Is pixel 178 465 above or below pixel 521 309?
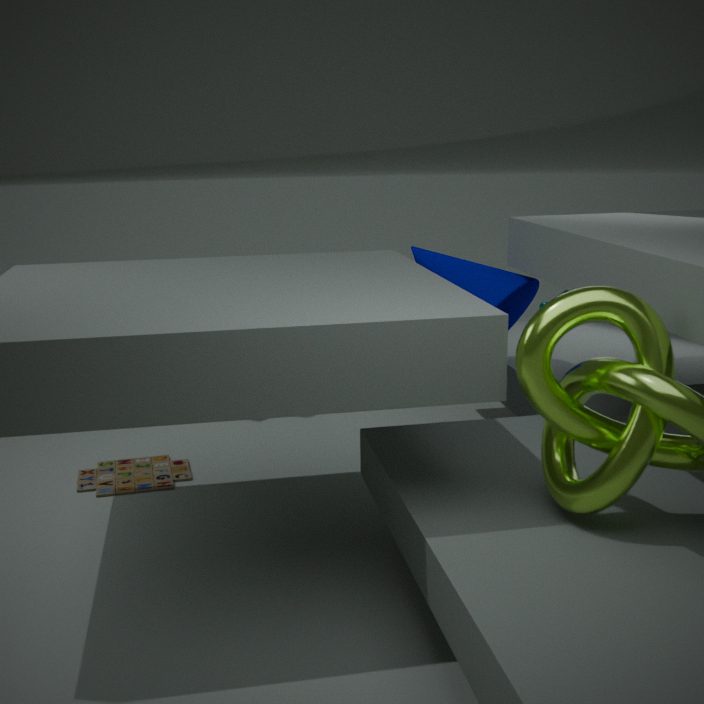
below
